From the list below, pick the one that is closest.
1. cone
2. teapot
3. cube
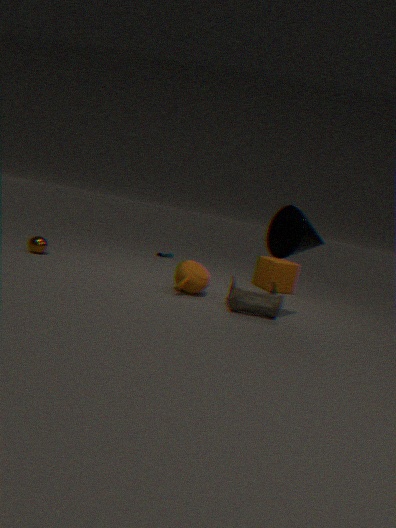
cone
